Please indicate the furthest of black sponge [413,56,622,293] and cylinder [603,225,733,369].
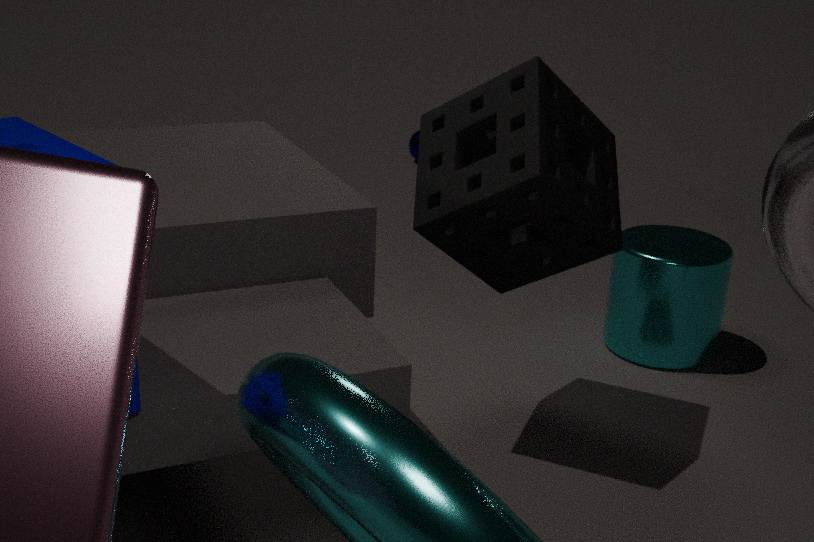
cylinder [603,225,733,369]
